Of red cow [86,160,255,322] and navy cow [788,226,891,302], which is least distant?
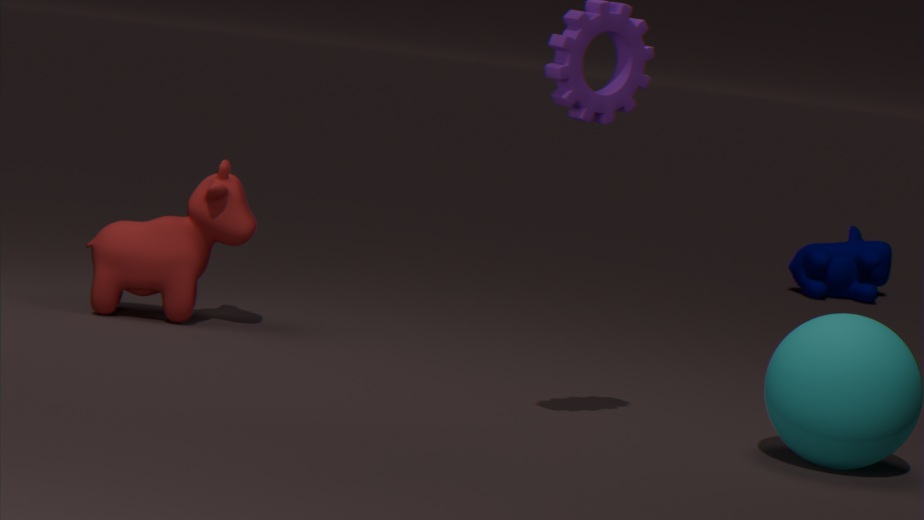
red cow [86,160,255,322]
